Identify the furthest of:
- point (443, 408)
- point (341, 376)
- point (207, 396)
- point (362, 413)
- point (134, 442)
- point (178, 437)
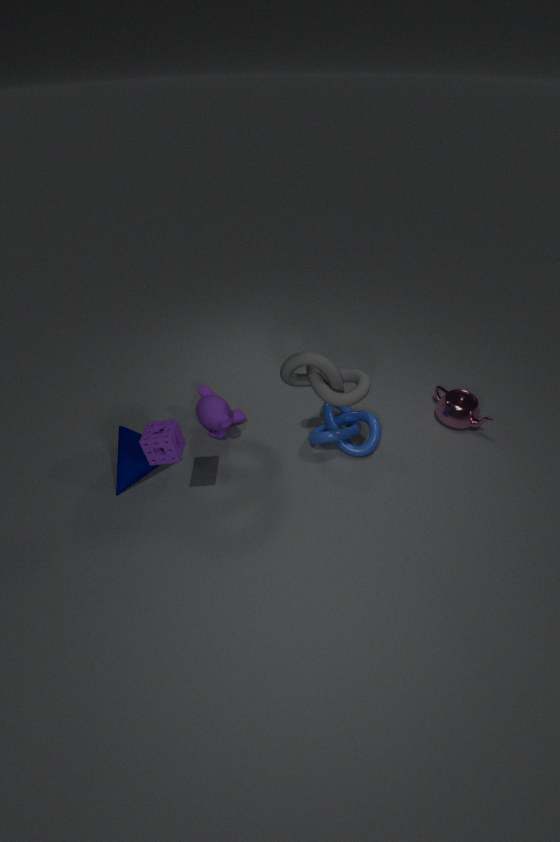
point (443, 408)
